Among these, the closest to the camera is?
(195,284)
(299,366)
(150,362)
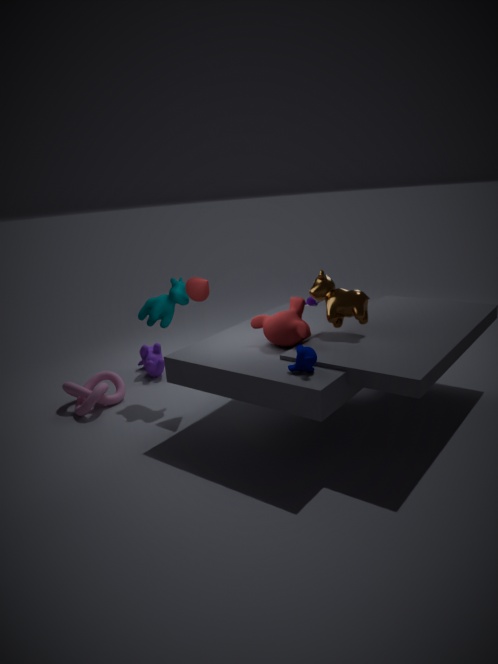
(299,366)
